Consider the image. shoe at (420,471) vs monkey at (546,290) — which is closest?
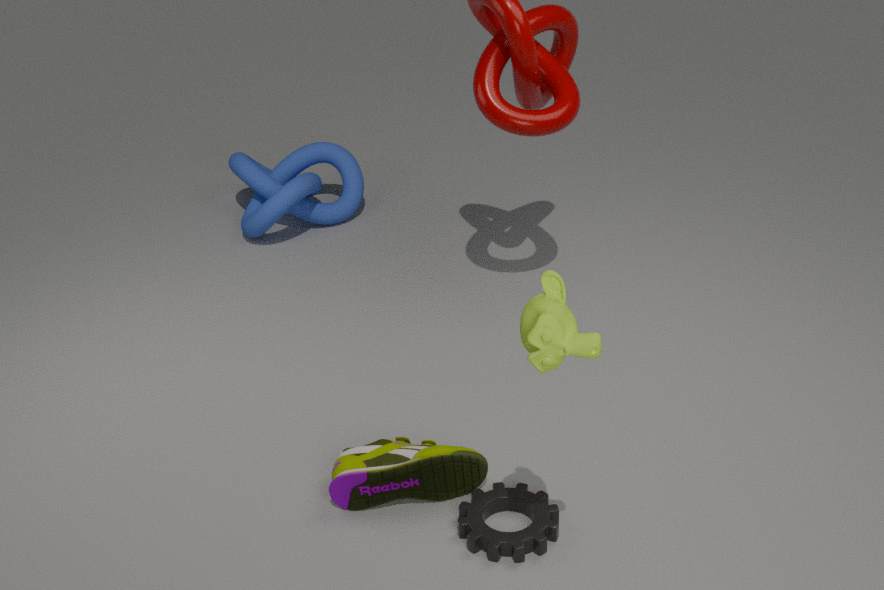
monkey at (546,290)
